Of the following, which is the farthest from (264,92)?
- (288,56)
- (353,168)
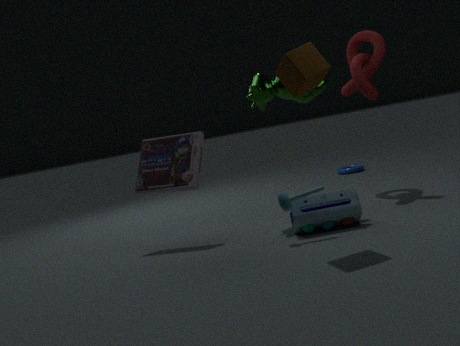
(353,168)
